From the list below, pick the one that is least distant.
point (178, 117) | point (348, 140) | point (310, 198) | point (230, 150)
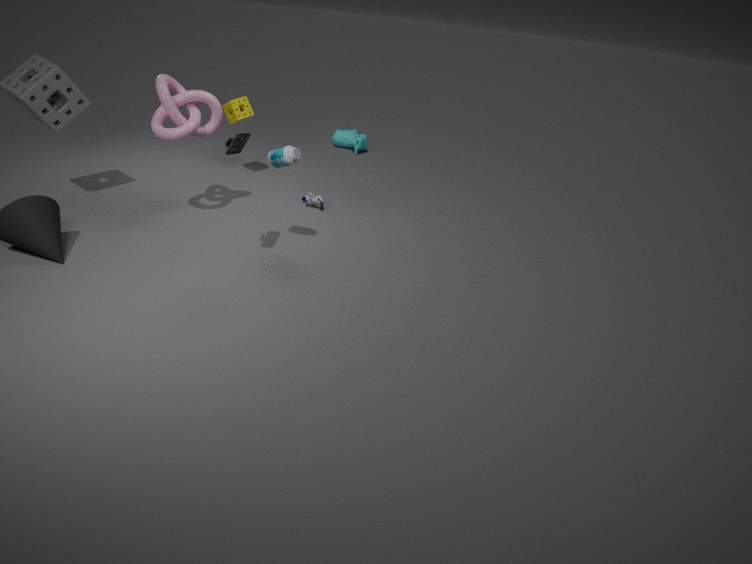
point (230, 150)
